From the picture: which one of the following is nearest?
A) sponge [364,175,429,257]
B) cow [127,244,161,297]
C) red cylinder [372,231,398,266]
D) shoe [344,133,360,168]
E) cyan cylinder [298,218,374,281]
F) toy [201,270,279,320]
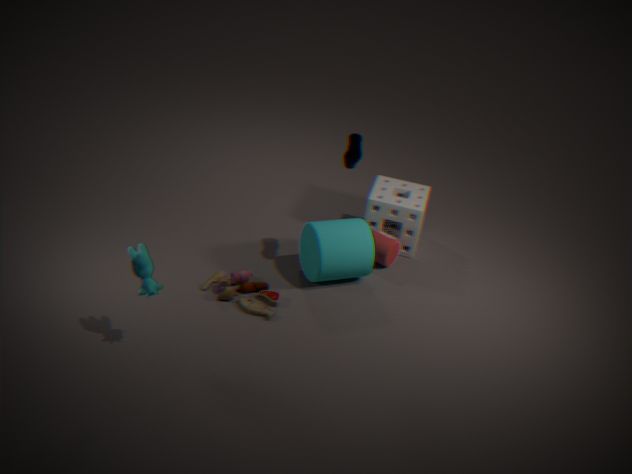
cow [127,244,161,297]
